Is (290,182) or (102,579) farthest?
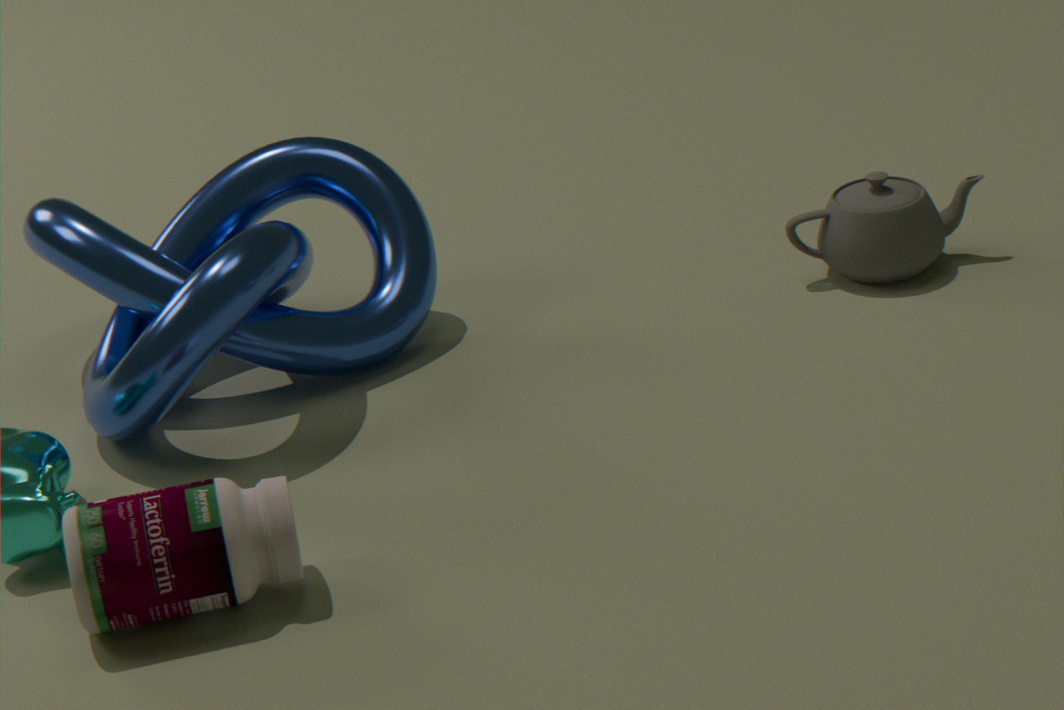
(290,182)
